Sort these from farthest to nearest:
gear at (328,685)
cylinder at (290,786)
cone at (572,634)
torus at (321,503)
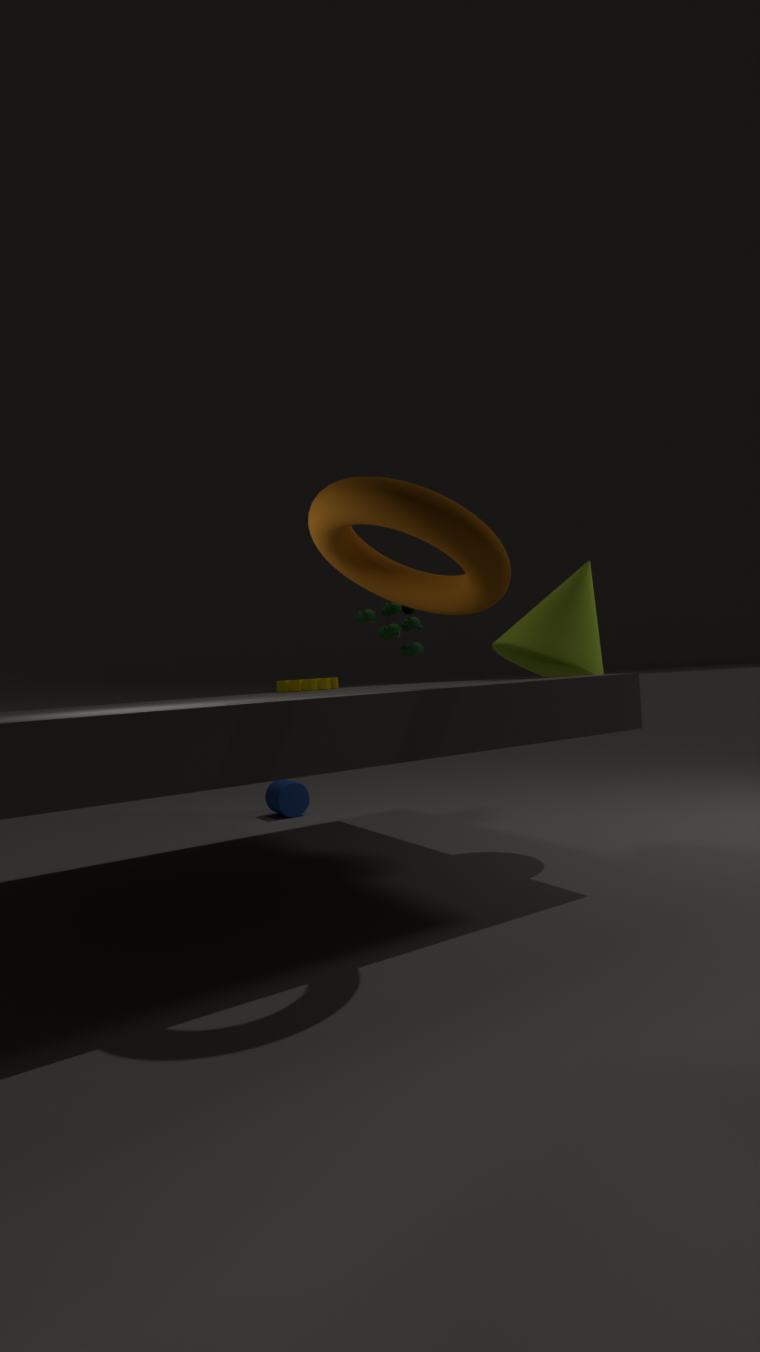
1. cylinder at (290,786)
2. gear at (328,685)
3. cone at (572,634)
4. torus at (321,503)
